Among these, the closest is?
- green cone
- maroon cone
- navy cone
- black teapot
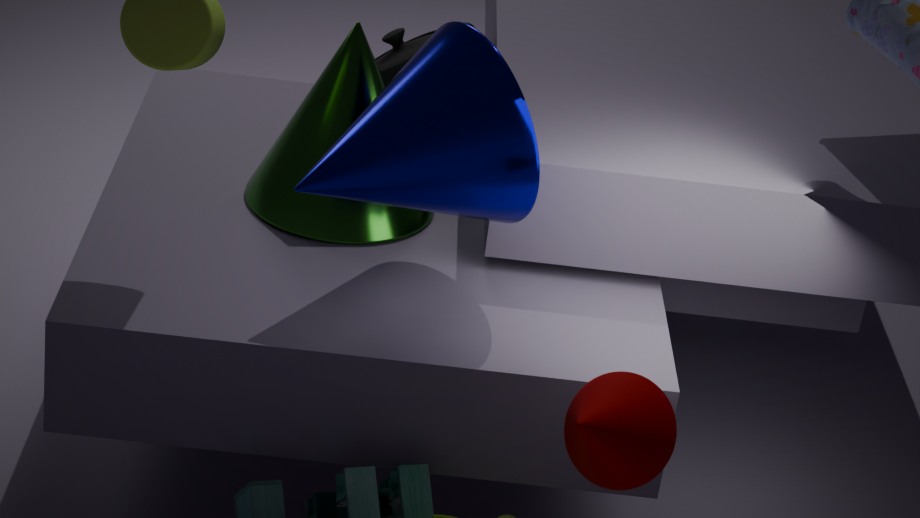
maroon cone
